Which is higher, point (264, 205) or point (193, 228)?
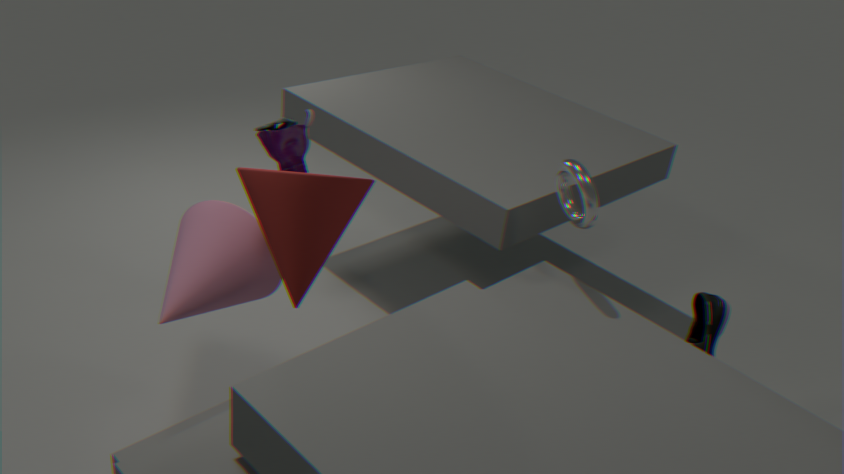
point (264, 205)
